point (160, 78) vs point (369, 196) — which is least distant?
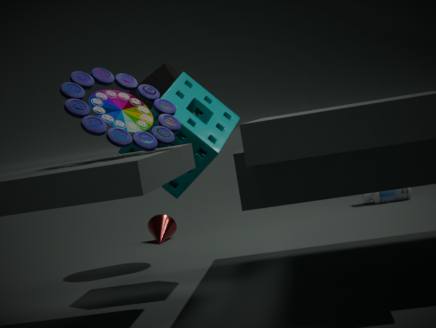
point (160, 78)
